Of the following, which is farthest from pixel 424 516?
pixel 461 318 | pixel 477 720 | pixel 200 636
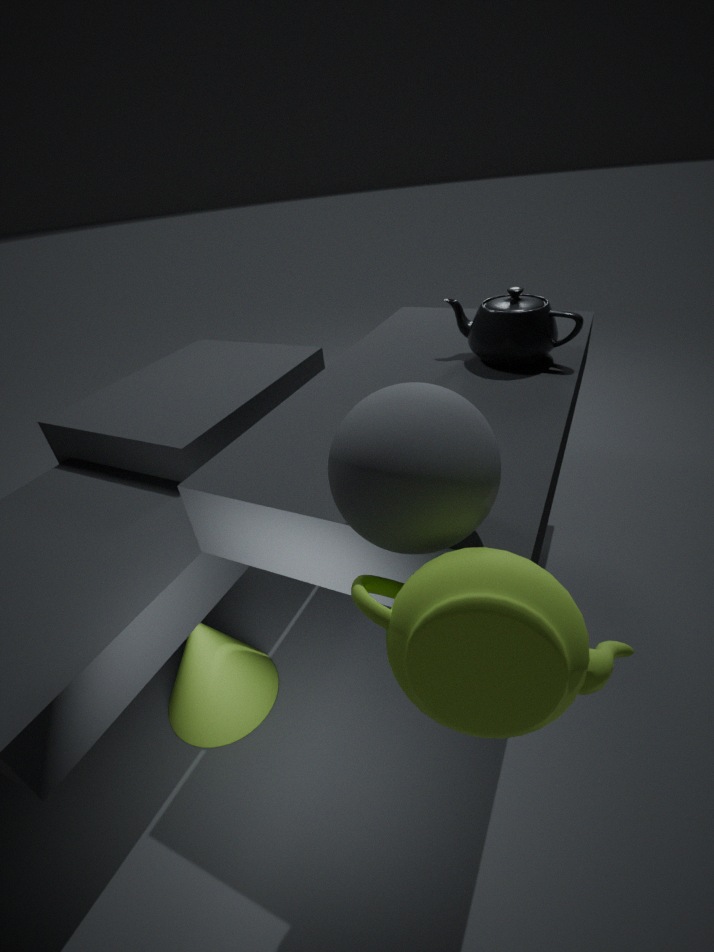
pixel 200 636
